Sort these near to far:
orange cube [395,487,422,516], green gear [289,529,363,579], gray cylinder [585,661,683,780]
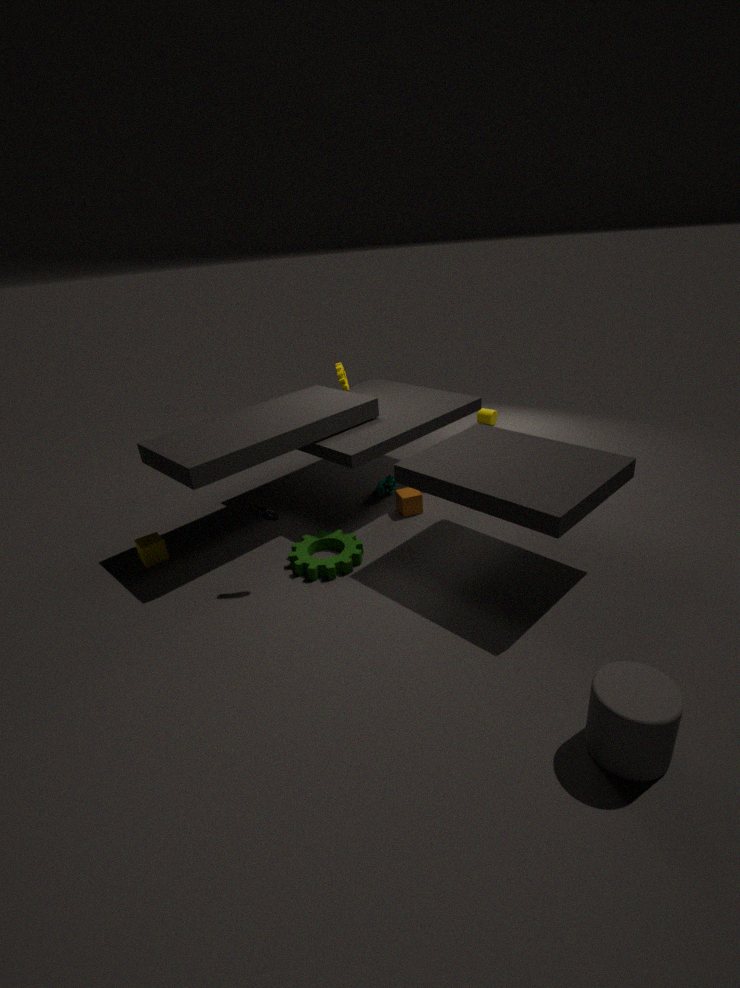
gray cylinder [585,661,683,780]
green gear [289,529,363,579]
orange cube [395,487,422,516]
